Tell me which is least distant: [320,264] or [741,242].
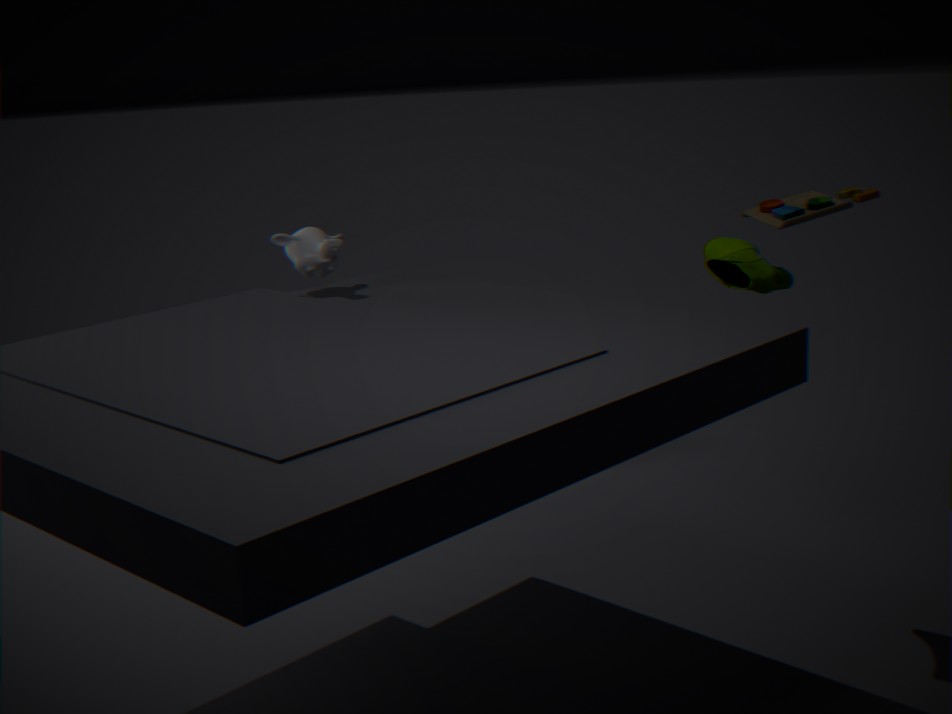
[741,242]
